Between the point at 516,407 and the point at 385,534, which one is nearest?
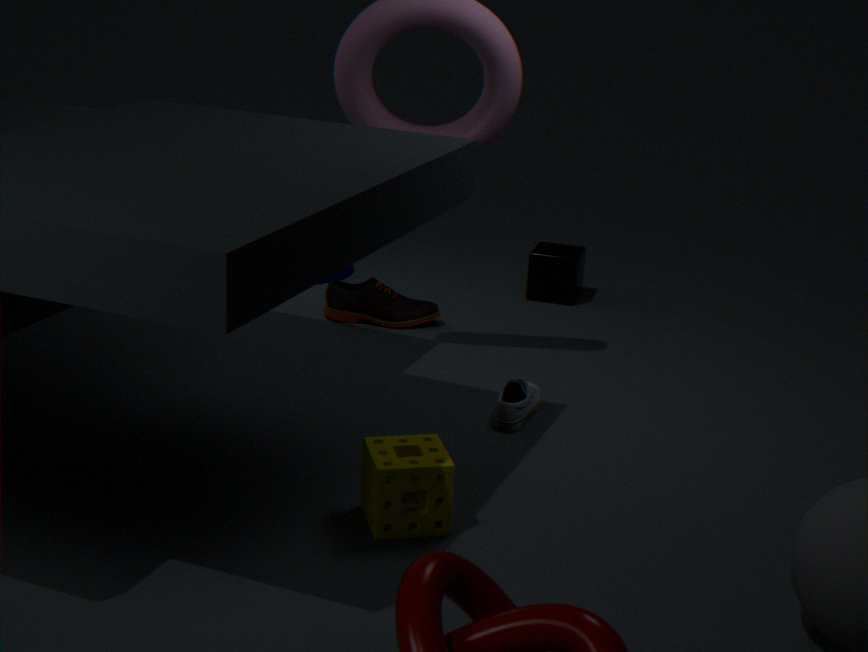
the point at 385,534
